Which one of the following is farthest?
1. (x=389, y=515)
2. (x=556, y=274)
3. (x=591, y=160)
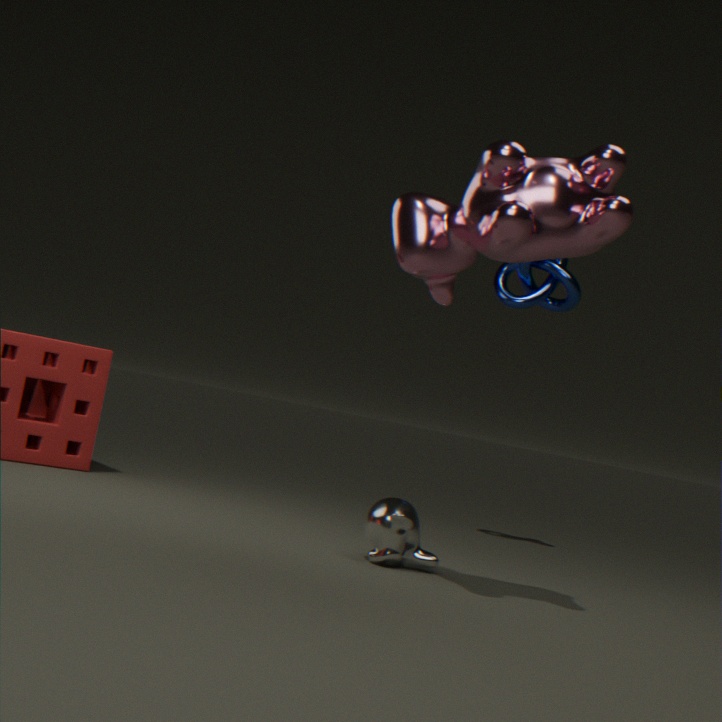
(x=556, y=274)
